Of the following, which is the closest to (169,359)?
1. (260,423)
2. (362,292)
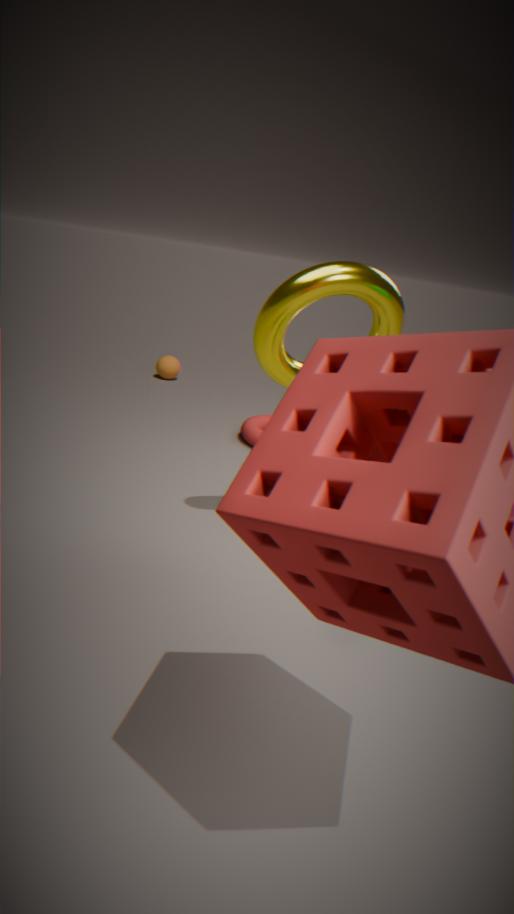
(260,423)
